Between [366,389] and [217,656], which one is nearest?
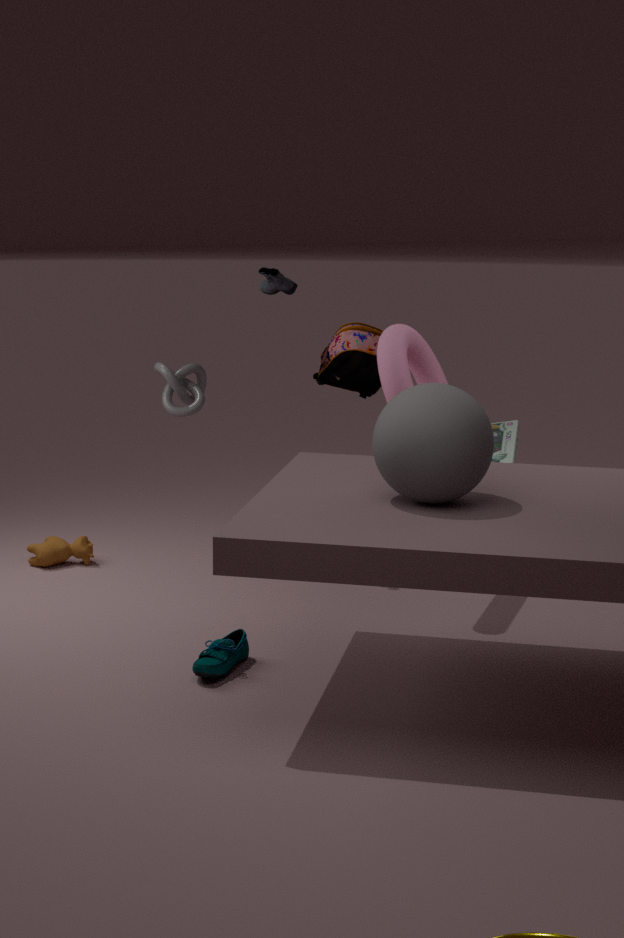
[217,656]
